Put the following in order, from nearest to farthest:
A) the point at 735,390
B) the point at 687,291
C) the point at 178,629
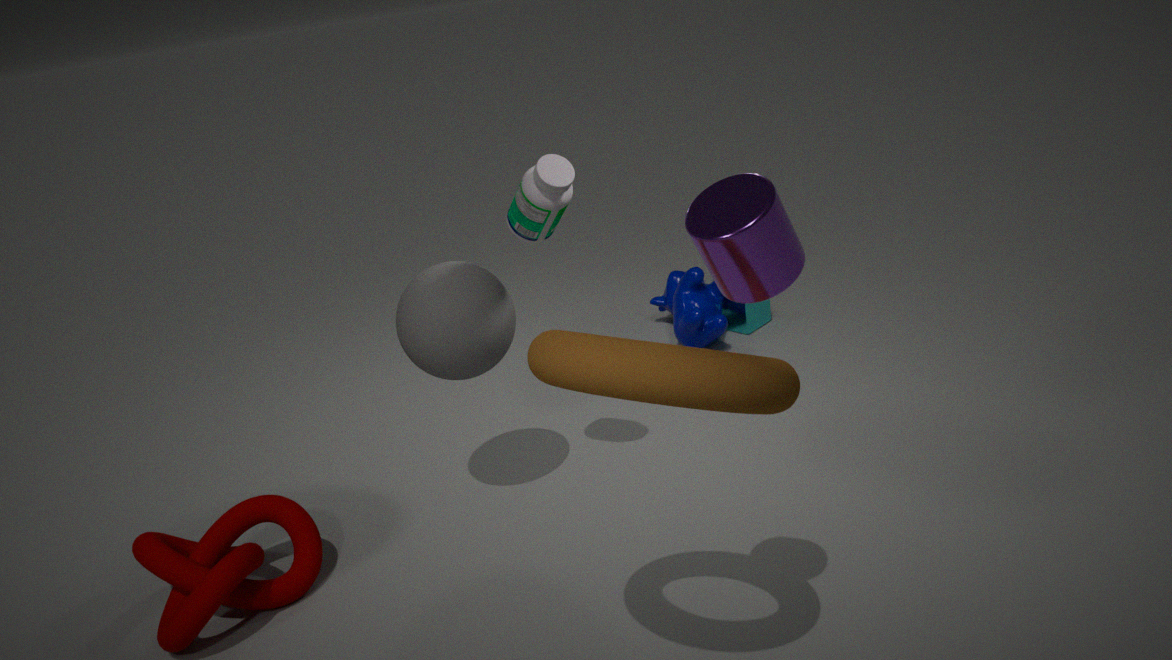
the point at 735,390, the point at 178,629, the point at 687,291
